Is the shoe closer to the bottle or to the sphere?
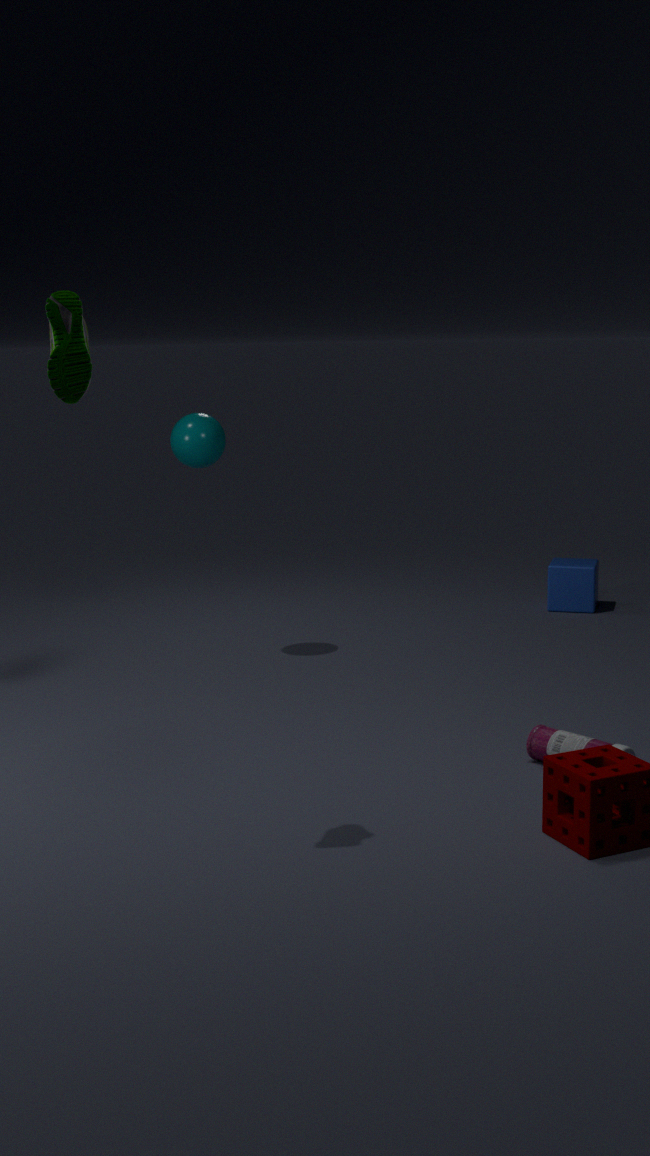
the bottle
